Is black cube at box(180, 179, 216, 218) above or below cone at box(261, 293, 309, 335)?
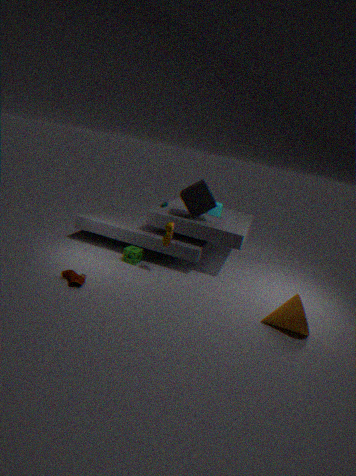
above
